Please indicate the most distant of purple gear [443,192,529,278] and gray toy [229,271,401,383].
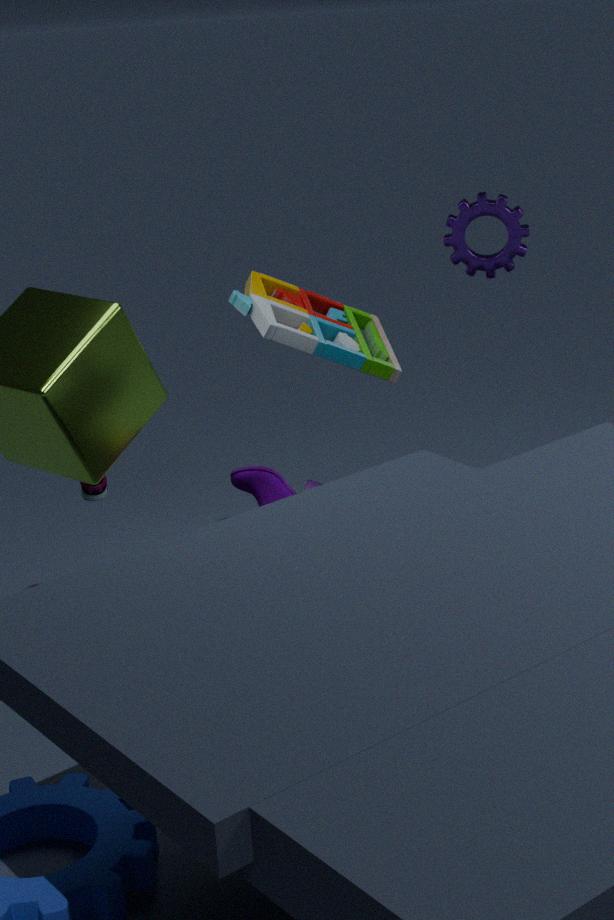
purple gear [443,192,529,278]
